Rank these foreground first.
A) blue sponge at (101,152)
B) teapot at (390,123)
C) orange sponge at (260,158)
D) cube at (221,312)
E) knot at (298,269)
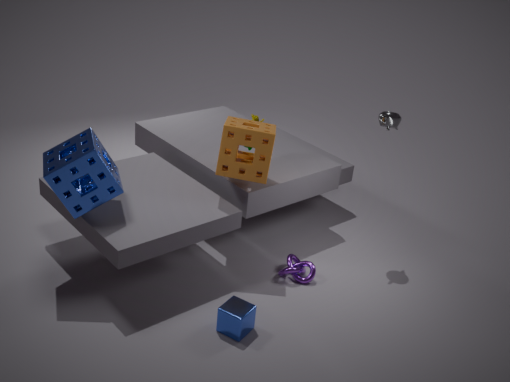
cube at (221,312), blue sponge at (101,152), orange sponge at (260,158), knot at (298,269), teapot at (390,123)
